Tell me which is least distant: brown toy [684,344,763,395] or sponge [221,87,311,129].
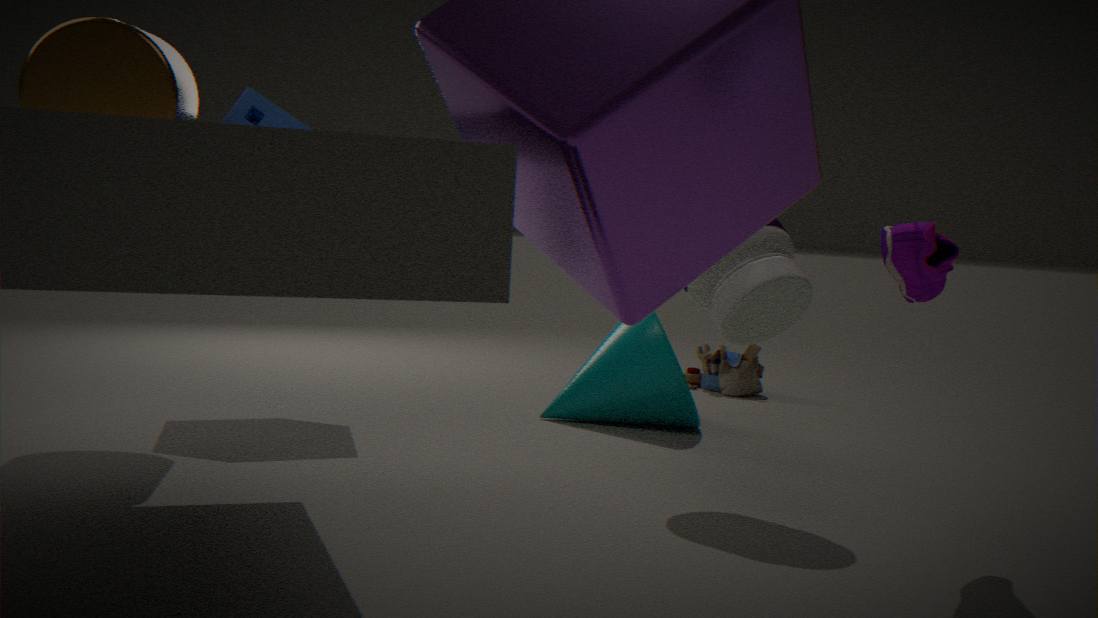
sponge [221,87,311,129]
